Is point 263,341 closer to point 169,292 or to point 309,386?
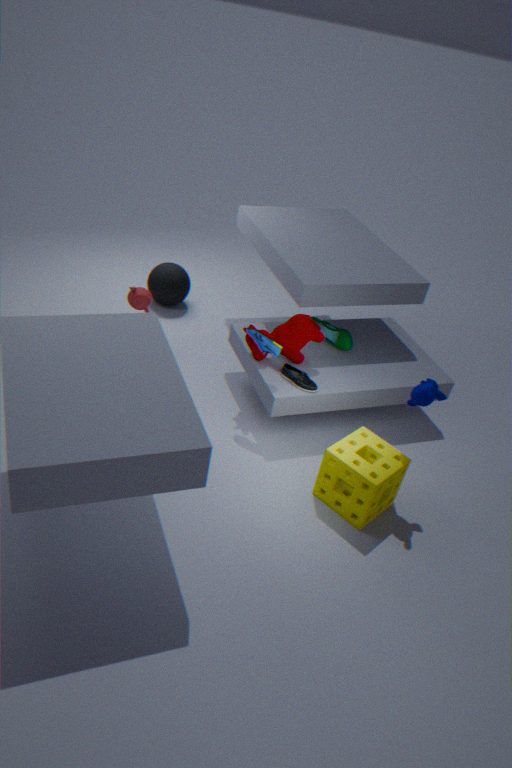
point 309,386
